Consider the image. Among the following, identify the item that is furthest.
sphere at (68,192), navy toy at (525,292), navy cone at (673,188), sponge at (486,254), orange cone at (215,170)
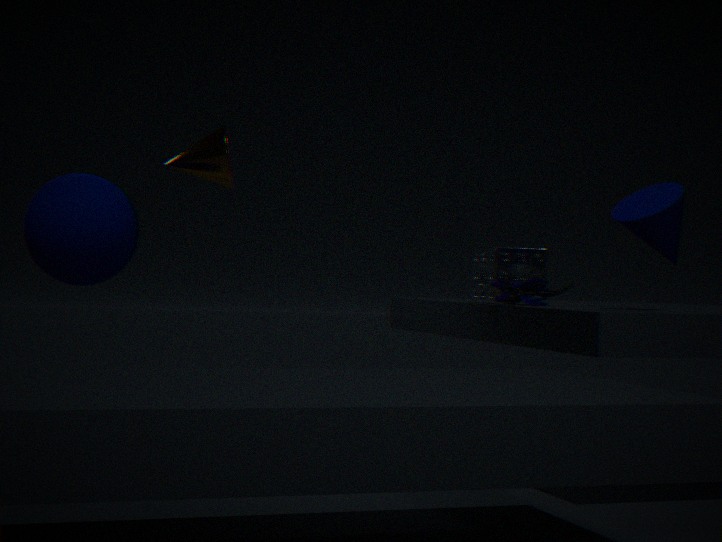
orange cone at (215,170)
